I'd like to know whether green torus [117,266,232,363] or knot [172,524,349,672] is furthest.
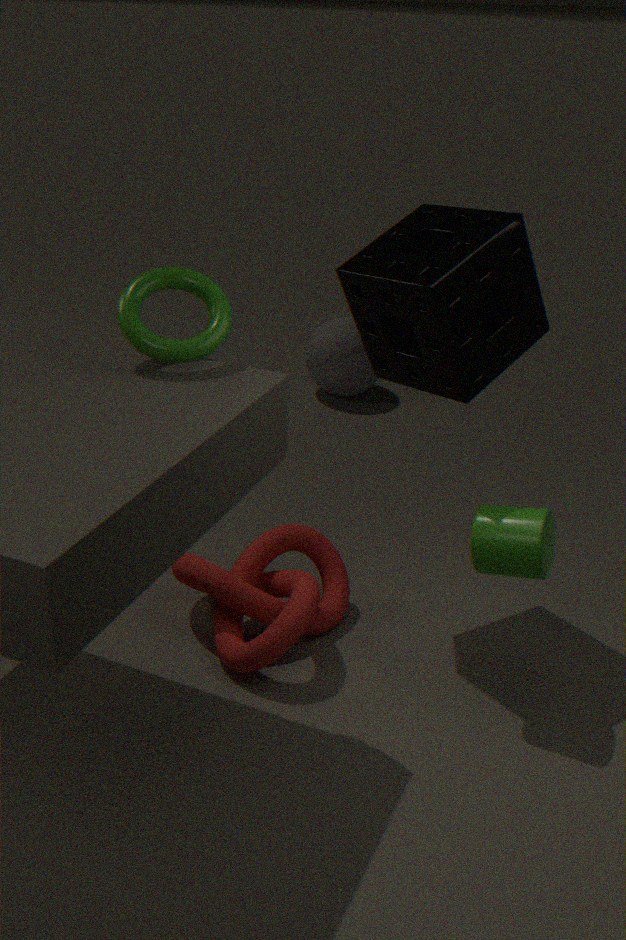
knot [172,524,349,672]
